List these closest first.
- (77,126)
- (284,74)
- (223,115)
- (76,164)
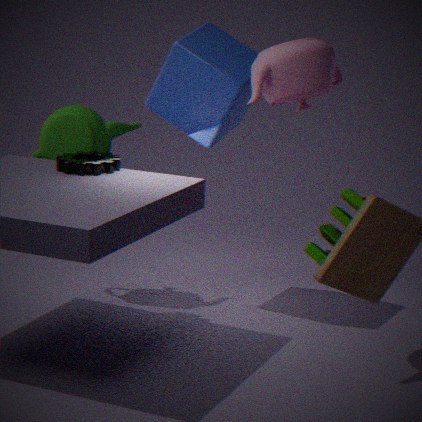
(284,74) → (76,164) → (223,115) → (77,126)
